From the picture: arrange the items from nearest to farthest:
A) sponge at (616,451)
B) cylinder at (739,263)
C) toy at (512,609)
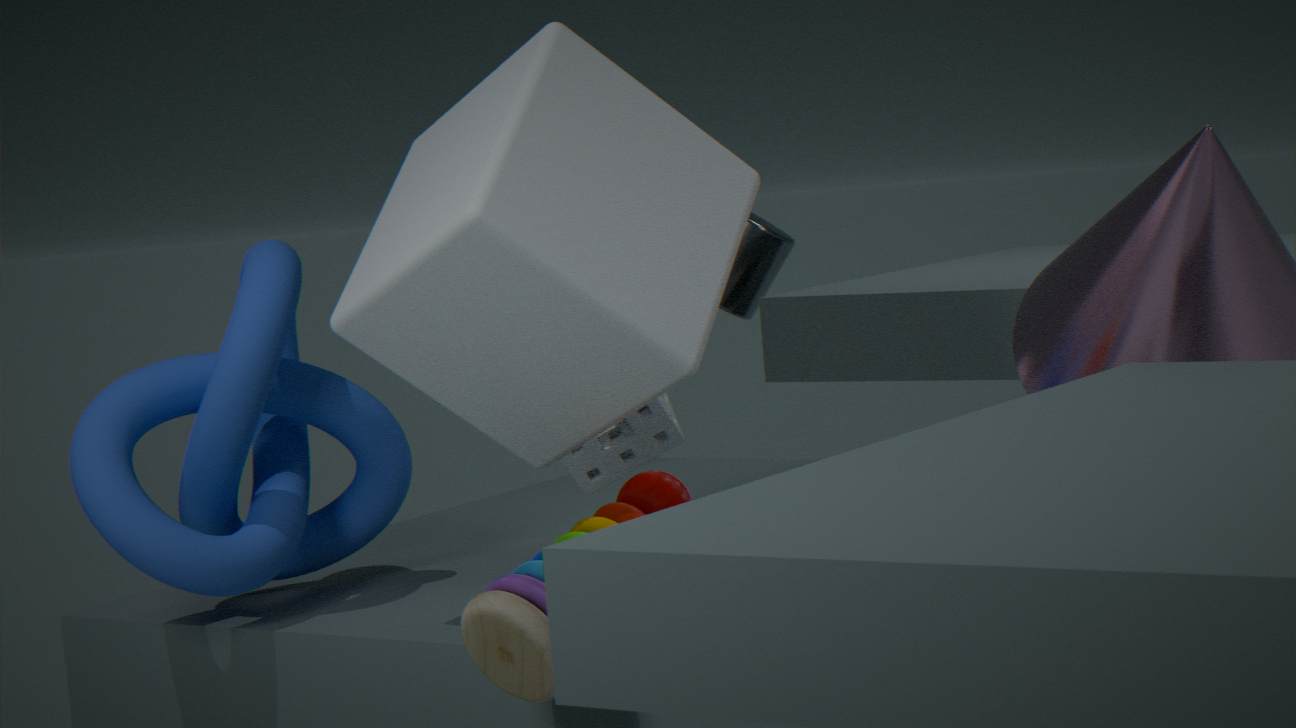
toy at (512,609) < sponge at (616,451) < cylinder at (739,263)
